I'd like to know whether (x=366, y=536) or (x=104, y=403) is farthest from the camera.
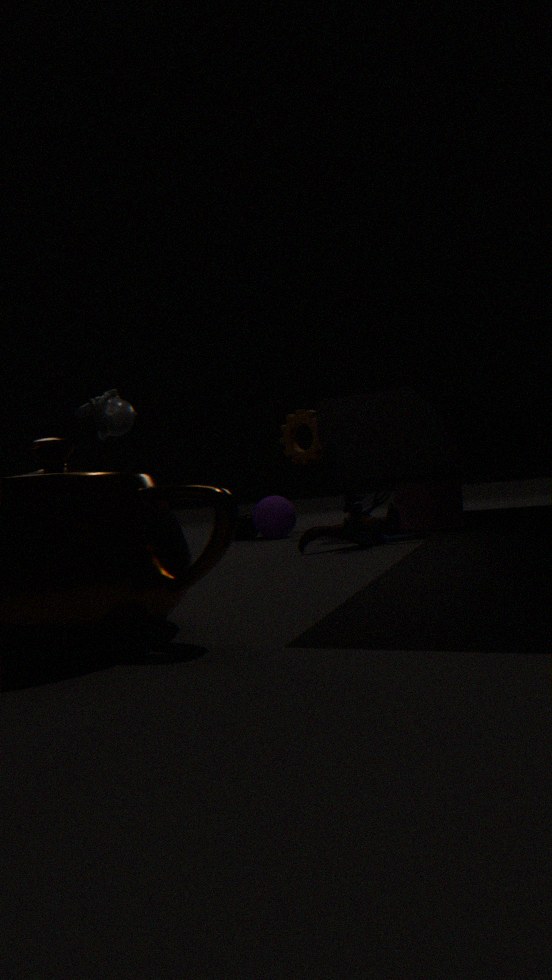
(x=104, y=403)
